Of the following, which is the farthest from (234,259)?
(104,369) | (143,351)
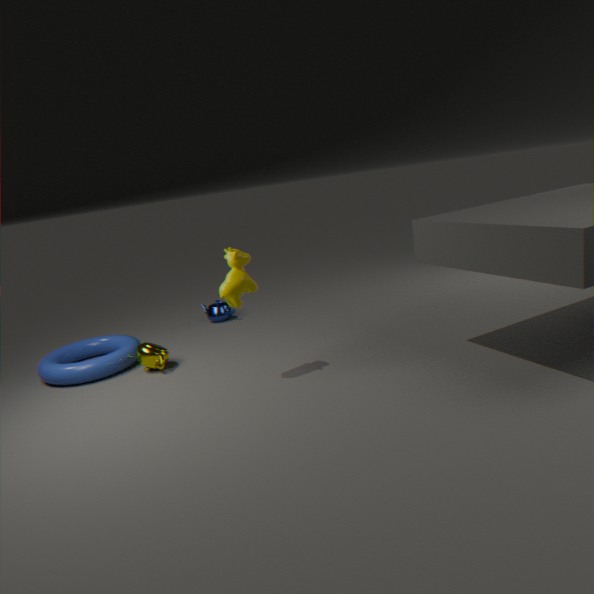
(104,369)
